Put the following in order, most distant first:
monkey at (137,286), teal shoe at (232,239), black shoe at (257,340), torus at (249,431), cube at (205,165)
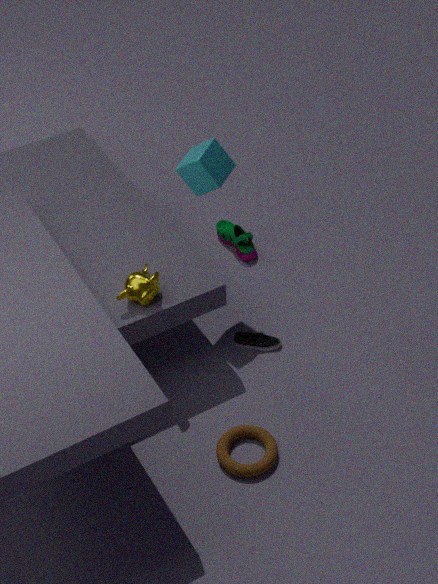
teal shoe at (232,239), black shoe at (257,340), cube at (205,165), monkey at (137,286), torus at (249,431)
